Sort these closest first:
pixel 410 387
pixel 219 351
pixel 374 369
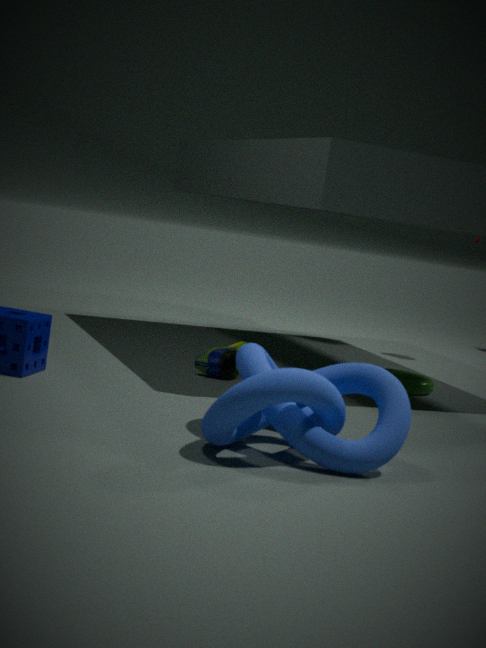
pixel 374 369 → pixel 219 351 → pixel 410 387
